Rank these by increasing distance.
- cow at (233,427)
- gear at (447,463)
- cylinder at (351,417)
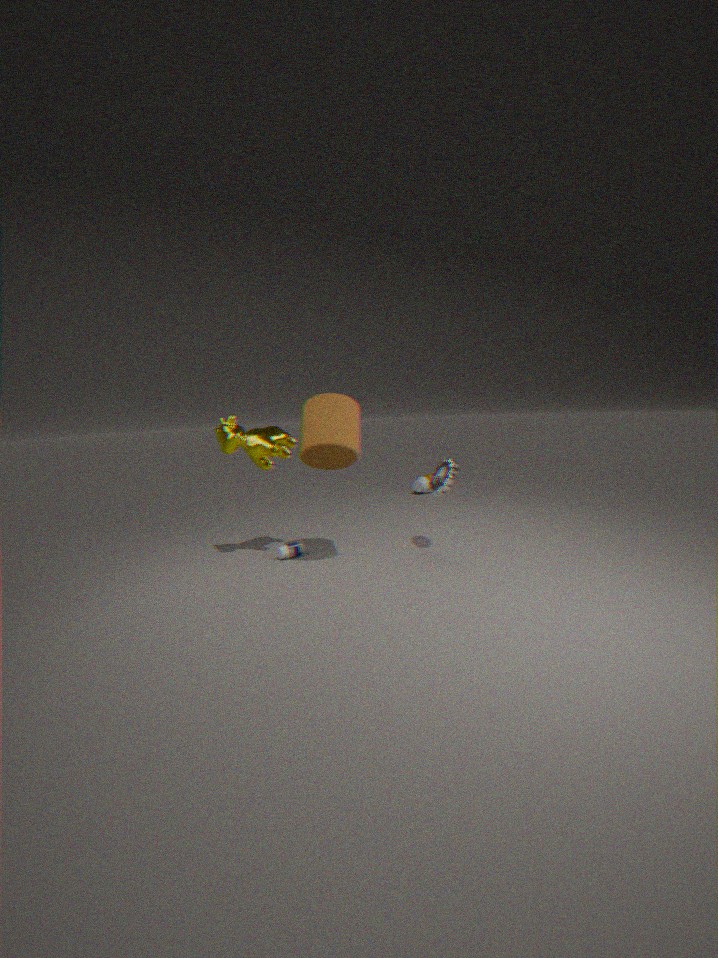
cylinder at (351,417) < cow at (233,427) < gear at (447,463)
